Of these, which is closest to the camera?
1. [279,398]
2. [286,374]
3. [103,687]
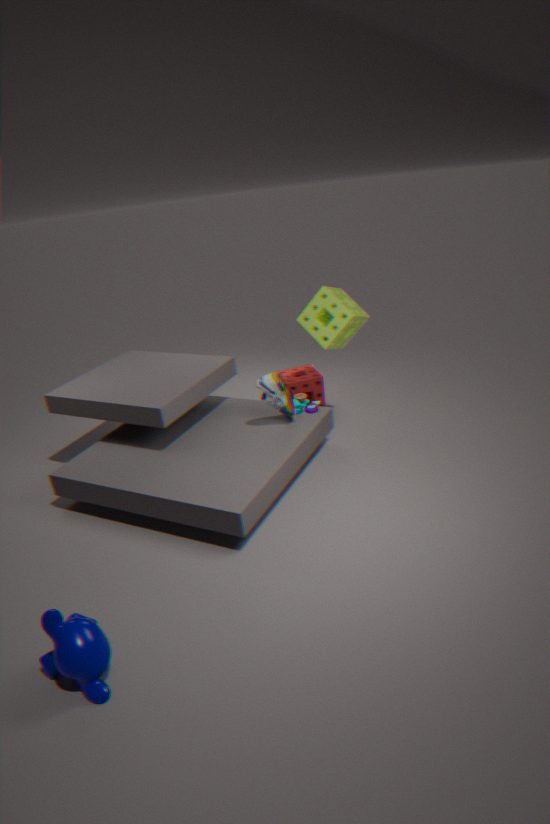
[103,687]
